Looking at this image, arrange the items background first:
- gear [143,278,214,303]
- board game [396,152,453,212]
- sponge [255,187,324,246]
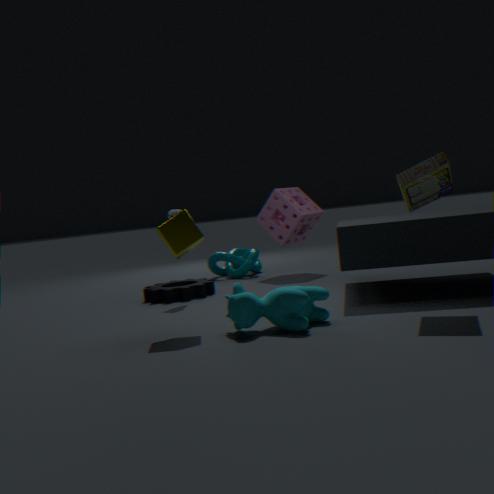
sponge [255,187,324,246] → gear [143,278,214,303] → board game [396,152,453,212]
